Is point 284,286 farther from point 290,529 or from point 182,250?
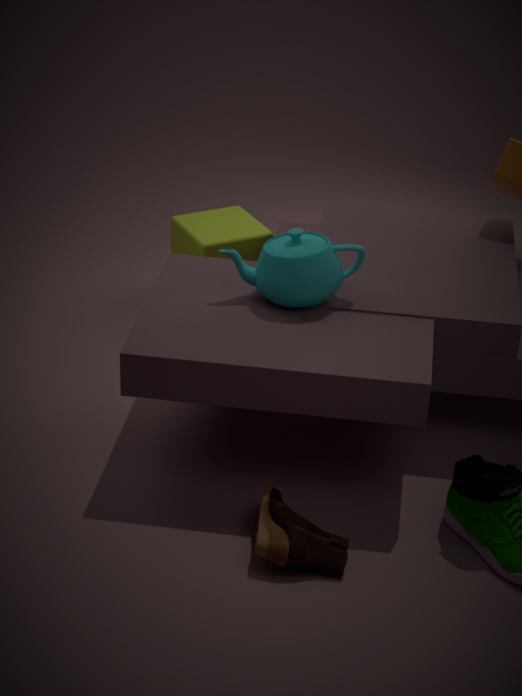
point 182,250
